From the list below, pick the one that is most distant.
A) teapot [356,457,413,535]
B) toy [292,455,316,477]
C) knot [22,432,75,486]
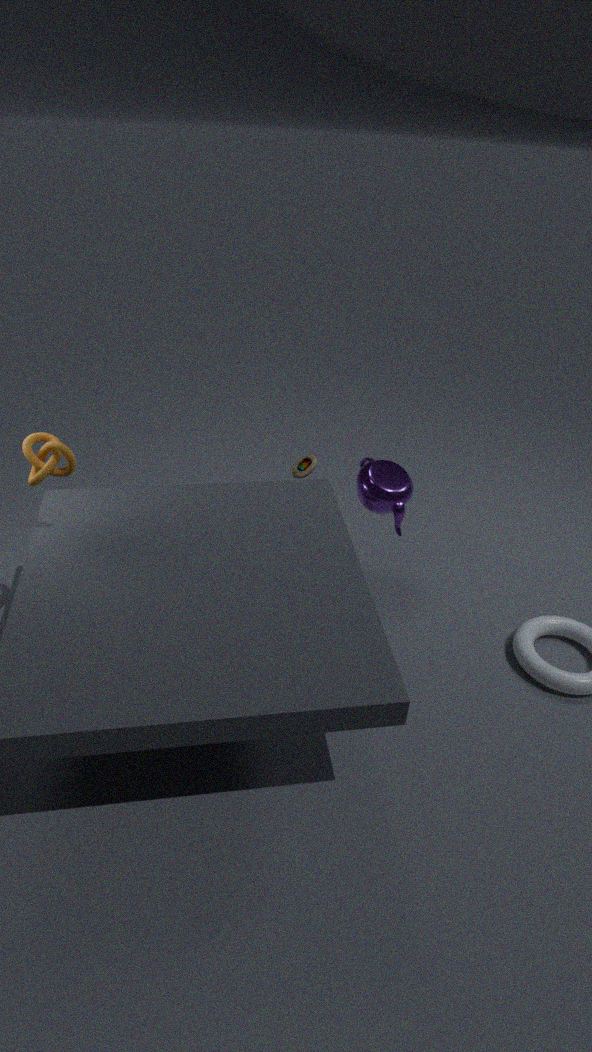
toy [292,455,316,477]
